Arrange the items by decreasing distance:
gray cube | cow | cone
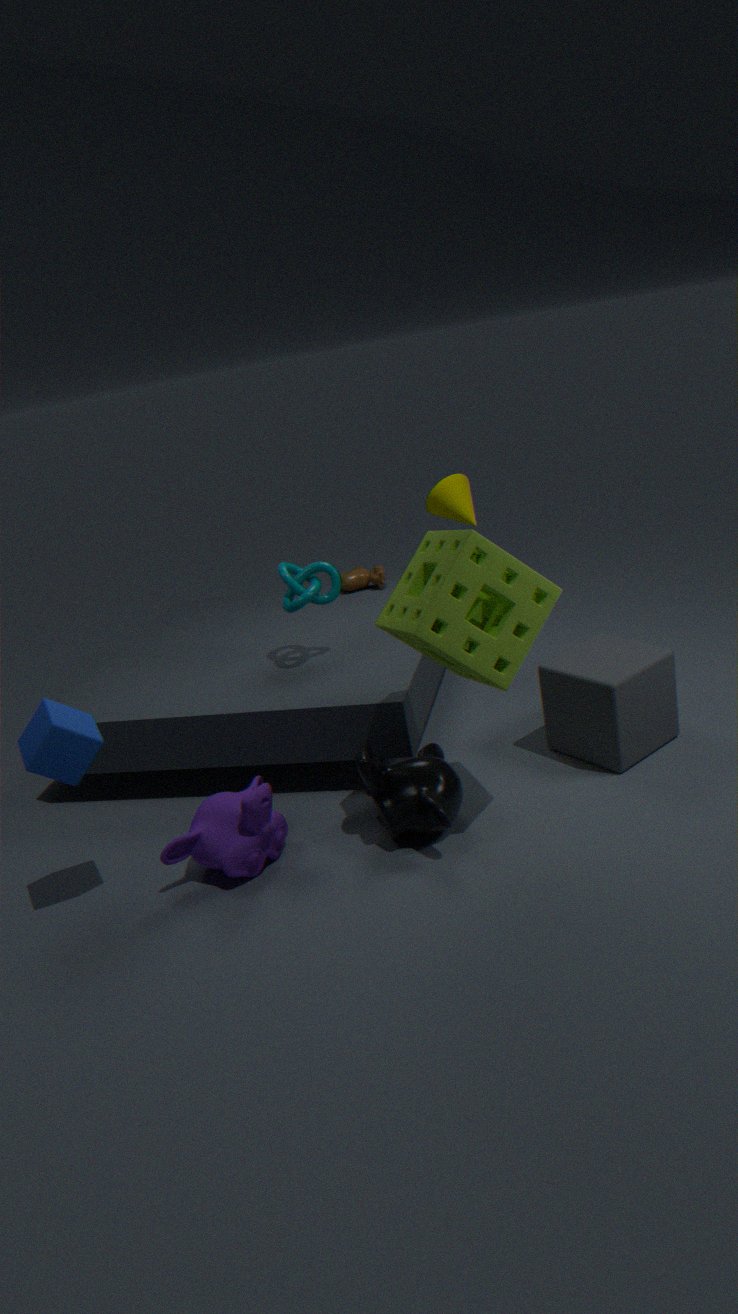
cow → cone → gray cube
